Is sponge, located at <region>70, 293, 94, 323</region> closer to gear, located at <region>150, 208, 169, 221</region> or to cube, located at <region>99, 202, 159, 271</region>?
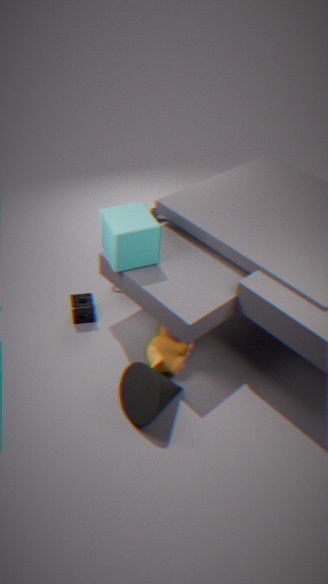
cube, located at <region>99, 202, 159, 271</region>
